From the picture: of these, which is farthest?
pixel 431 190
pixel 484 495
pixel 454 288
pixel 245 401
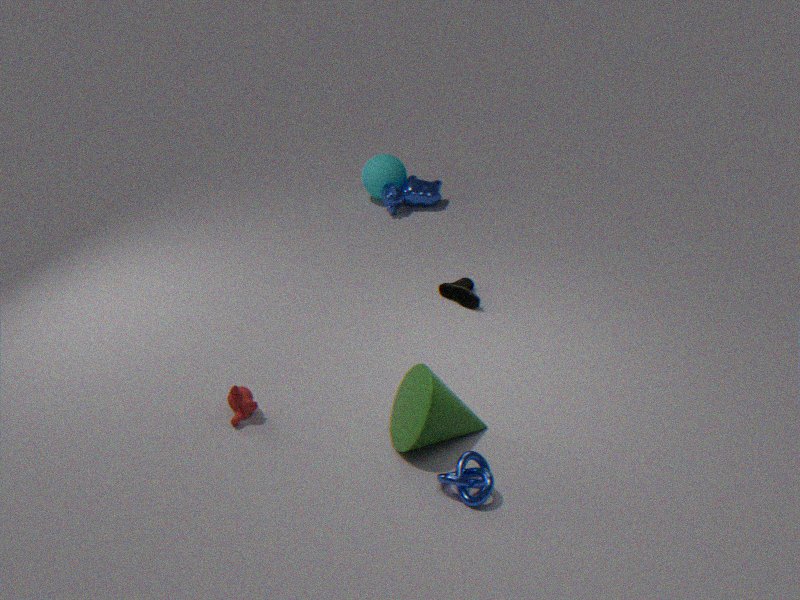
pixel 431 190
